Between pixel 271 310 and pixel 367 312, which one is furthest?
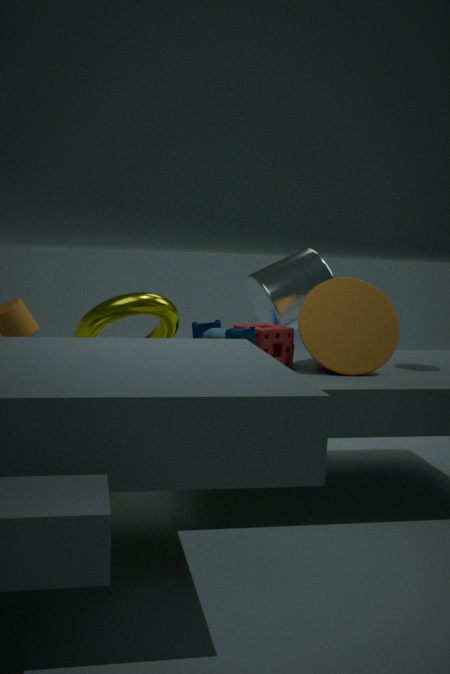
pixel 271 310
